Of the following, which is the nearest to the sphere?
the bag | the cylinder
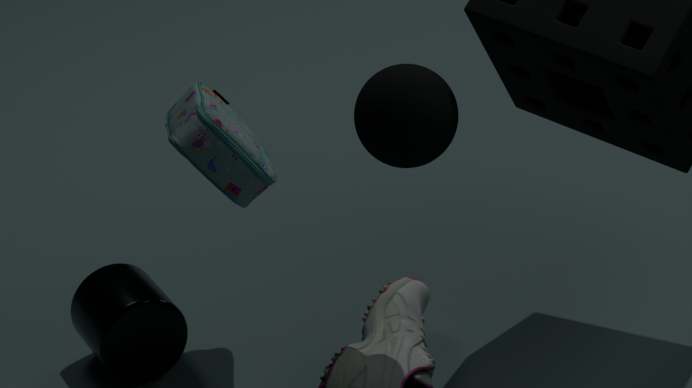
the bag
